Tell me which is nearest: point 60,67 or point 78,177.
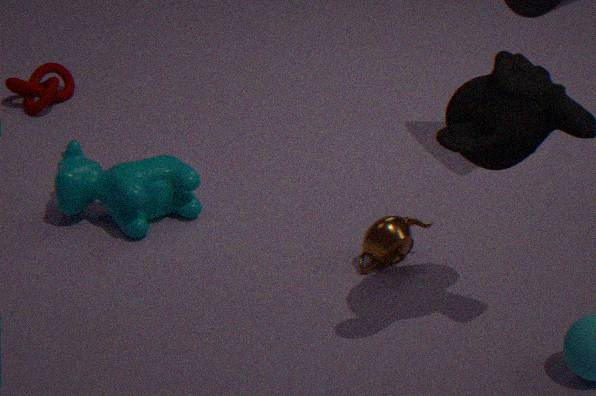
point 78,177
